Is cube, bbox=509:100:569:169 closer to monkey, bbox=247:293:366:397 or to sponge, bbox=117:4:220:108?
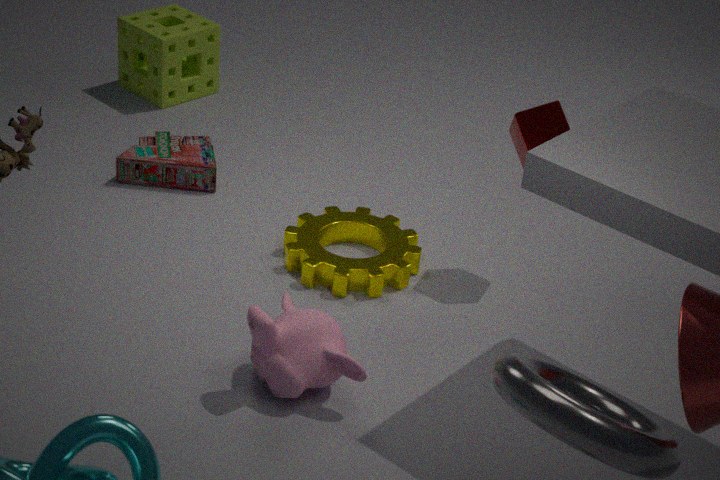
monkey, bbox=247:293:366:397
